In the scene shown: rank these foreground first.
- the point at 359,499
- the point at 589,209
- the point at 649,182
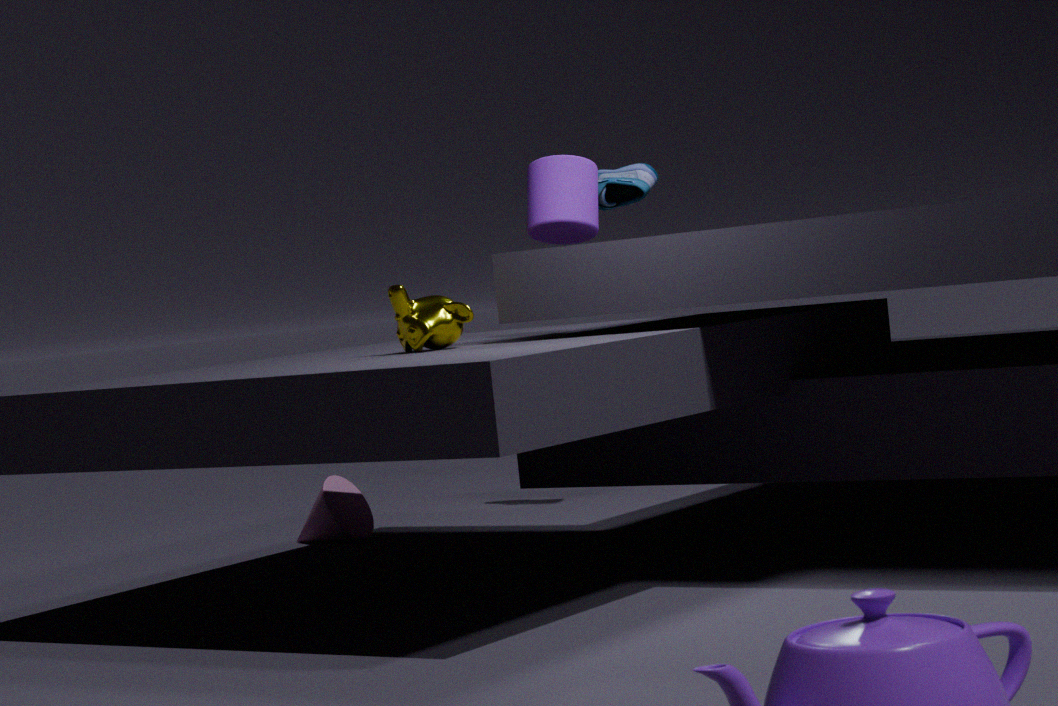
the point at 589,209 < the point at 649,182 < the point at 359,499
